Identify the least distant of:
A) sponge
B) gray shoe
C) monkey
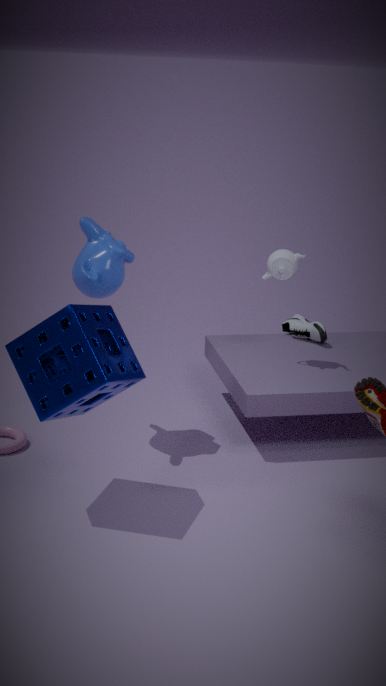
sponge
